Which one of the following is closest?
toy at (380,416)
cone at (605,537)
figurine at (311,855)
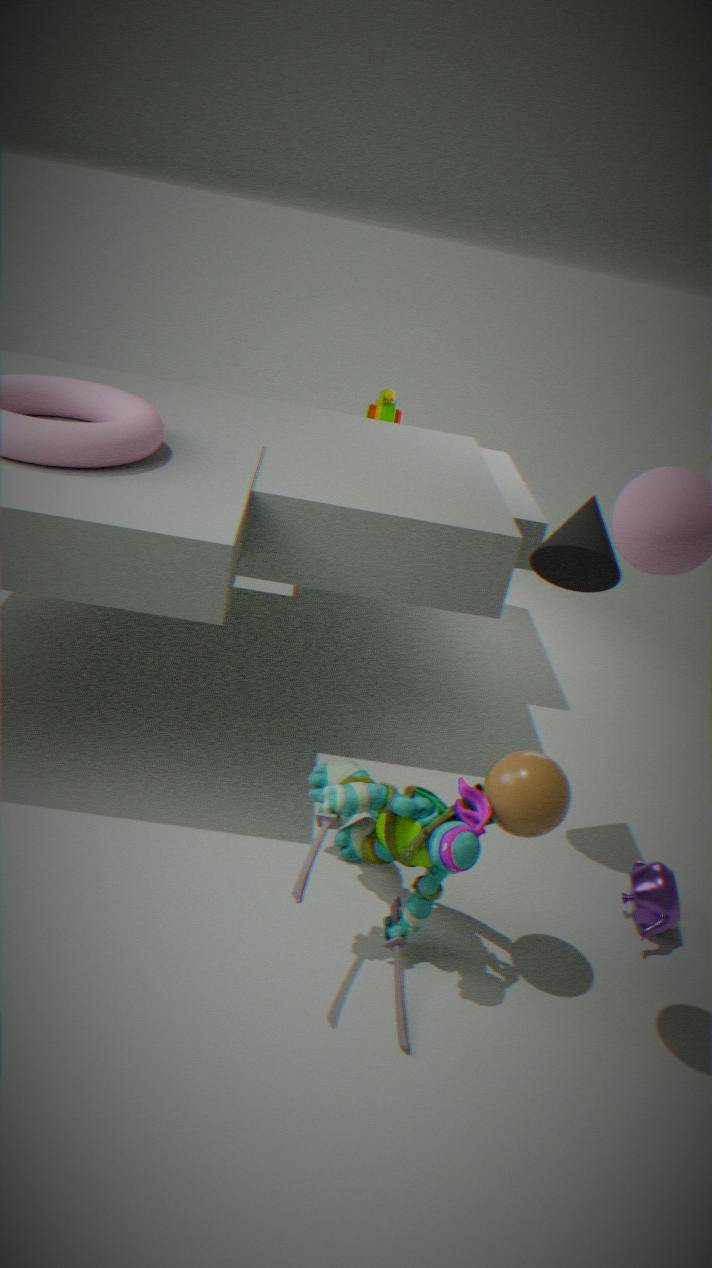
figurine at (311,855)
